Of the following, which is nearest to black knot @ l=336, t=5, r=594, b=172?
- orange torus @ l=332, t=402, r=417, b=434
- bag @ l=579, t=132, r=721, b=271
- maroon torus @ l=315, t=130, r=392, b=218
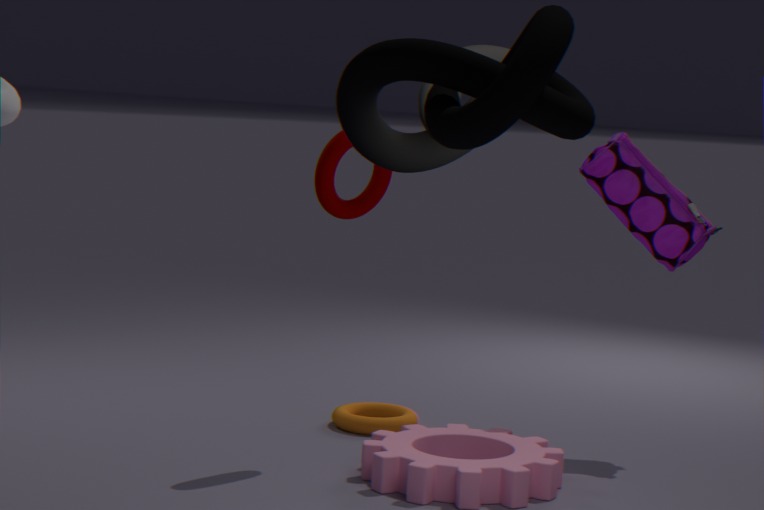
maroon torus @ l=315, t=130, r=392, b=218
